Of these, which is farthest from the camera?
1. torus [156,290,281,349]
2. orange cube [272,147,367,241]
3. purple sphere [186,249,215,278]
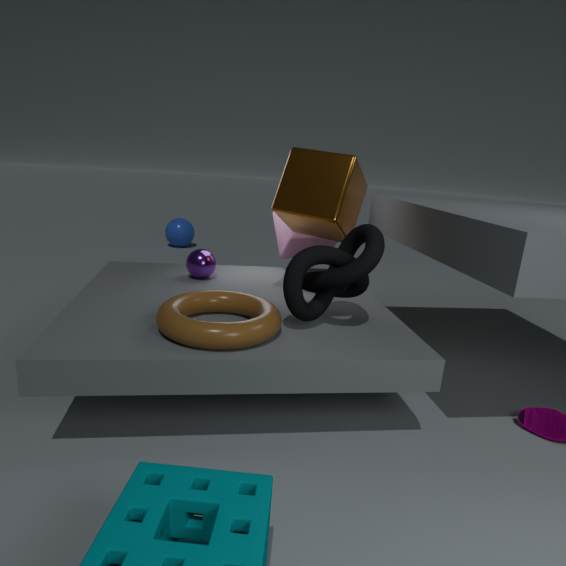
purple sphere [186,249,215,278]
